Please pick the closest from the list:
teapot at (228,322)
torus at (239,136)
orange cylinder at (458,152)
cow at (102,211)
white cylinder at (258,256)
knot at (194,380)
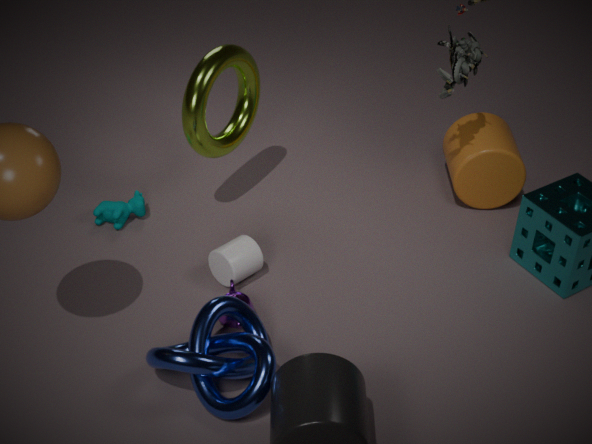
knot at (194,380)
